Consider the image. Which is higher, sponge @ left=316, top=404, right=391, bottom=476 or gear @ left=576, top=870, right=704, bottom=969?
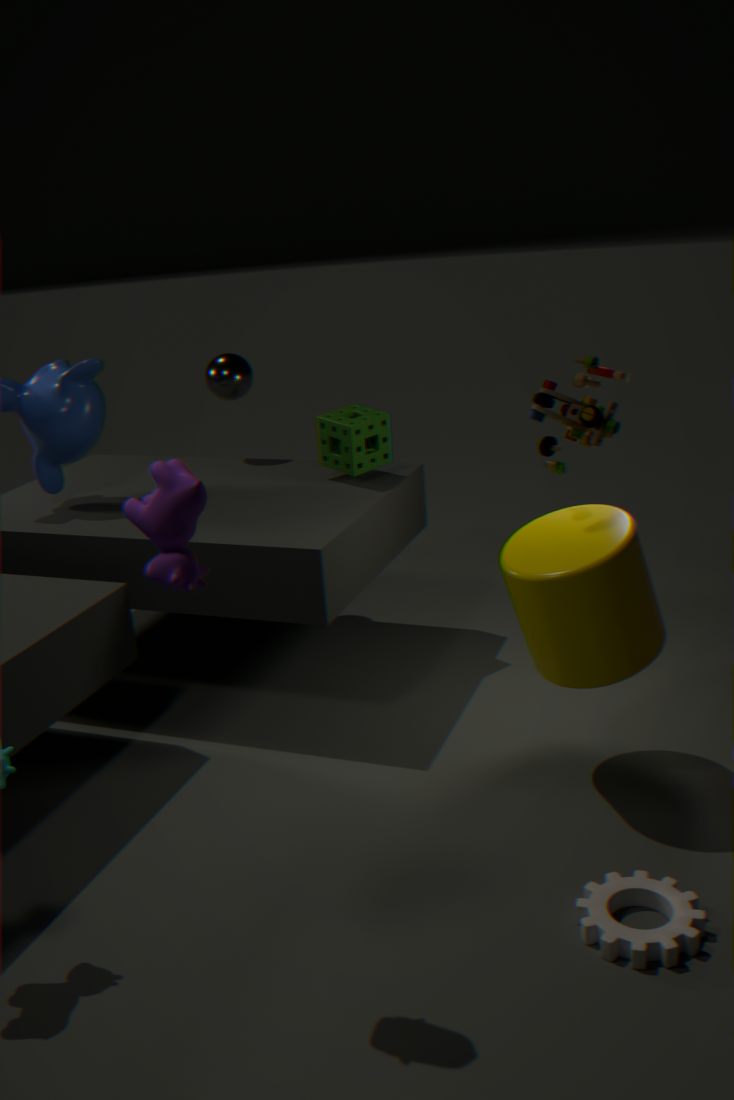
sponge @ left=316, top=404, right=391, bottom=476
